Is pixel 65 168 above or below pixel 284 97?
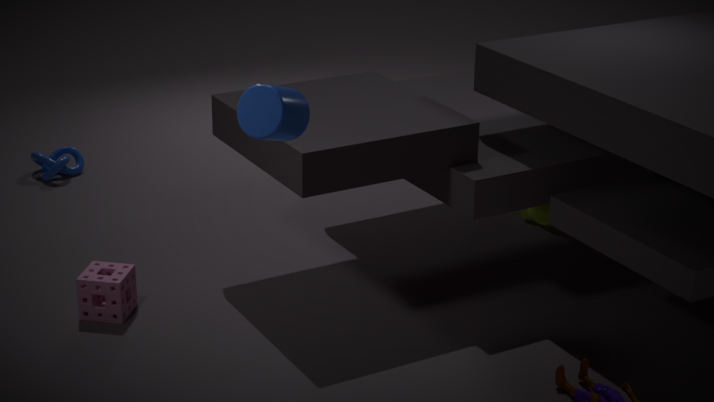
below
